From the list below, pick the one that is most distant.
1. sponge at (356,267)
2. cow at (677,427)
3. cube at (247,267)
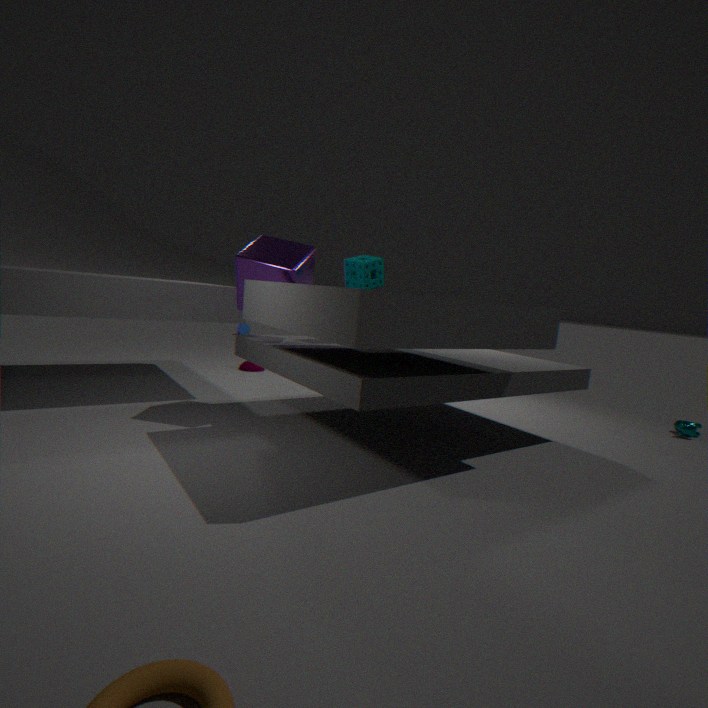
cow at (677,427)
